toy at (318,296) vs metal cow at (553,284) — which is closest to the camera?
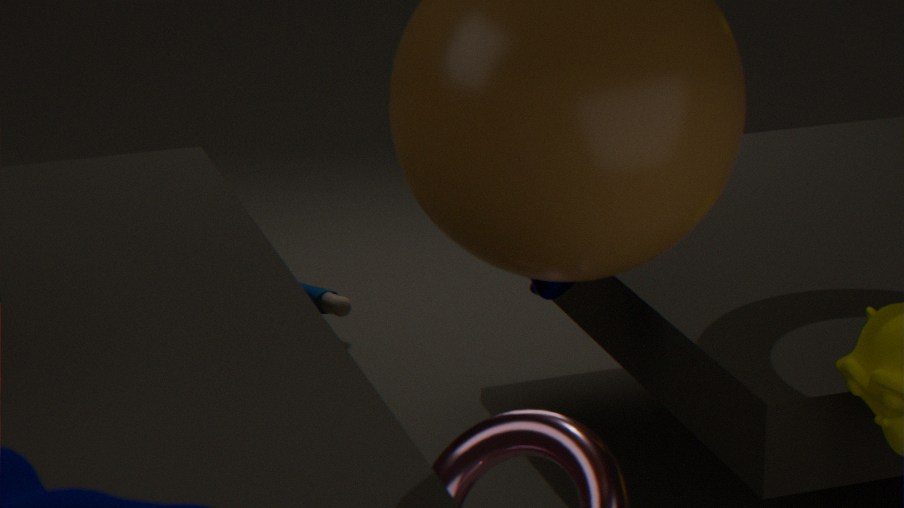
metal cow at (553,284)
